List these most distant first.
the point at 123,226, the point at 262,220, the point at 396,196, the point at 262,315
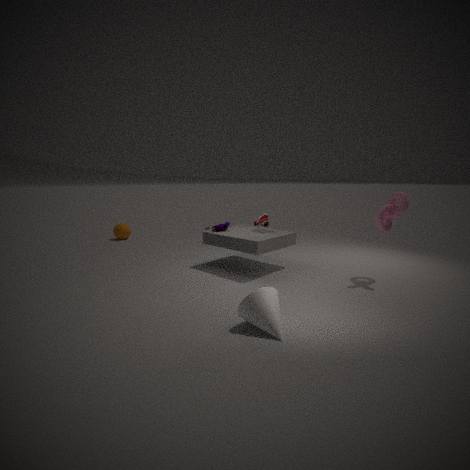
1. the point at 123,226
2. the point at 262,220
3. the point at 396,196
4. the point at 262,315
